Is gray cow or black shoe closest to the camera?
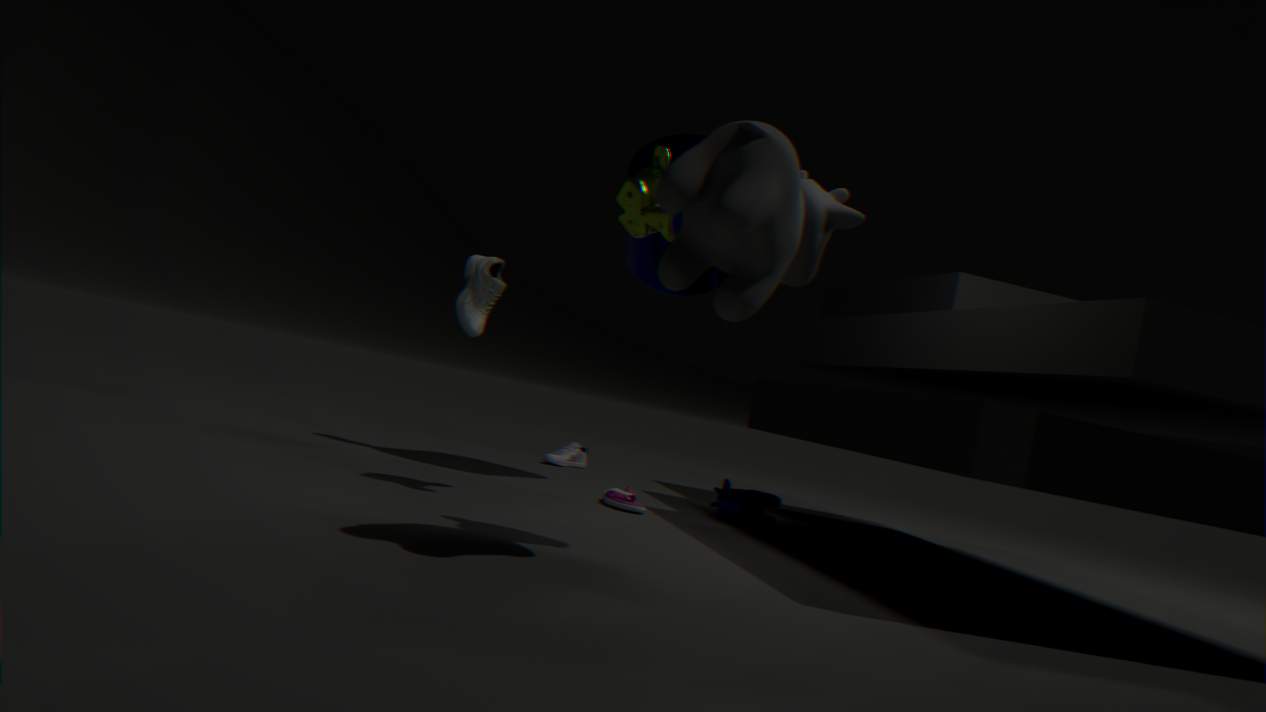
gray cow
